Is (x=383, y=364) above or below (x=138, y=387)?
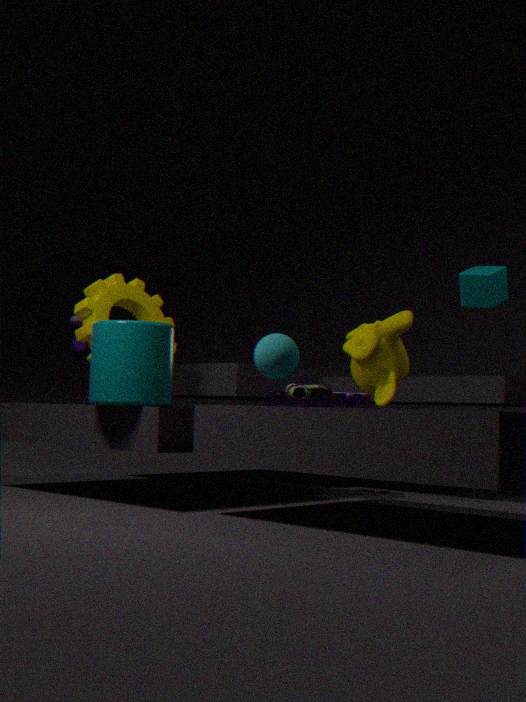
above
